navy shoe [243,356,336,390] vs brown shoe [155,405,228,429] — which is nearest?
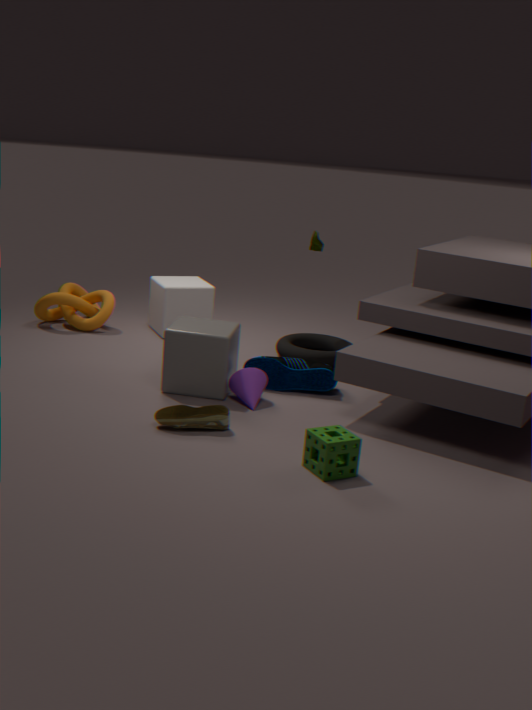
brown shoe [155,405,228,429]
